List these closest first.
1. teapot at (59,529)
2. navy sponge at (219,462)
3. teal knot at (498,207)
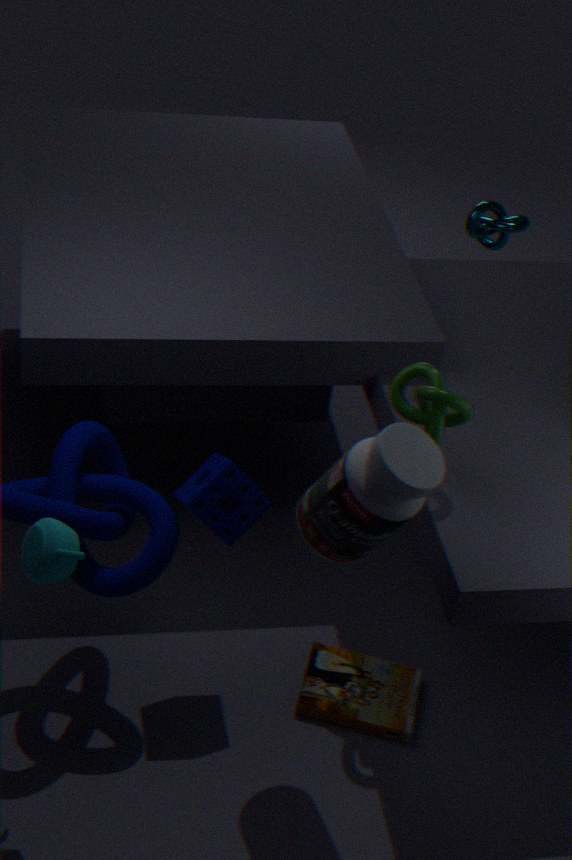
teapot at (59,529), navy sponge at (219,462), teal knot at (498,207)
